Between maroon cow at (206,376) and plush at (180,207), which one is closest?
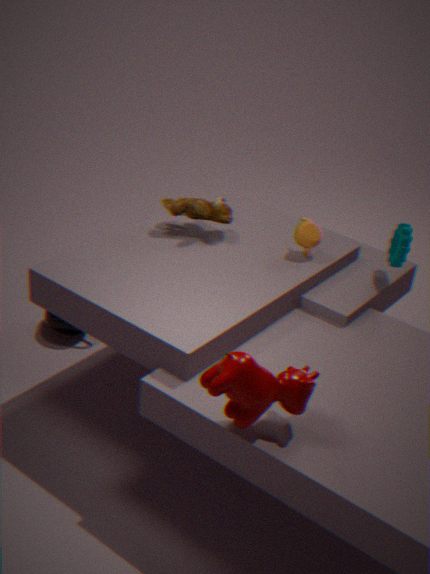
maroon cow at (206,376)
